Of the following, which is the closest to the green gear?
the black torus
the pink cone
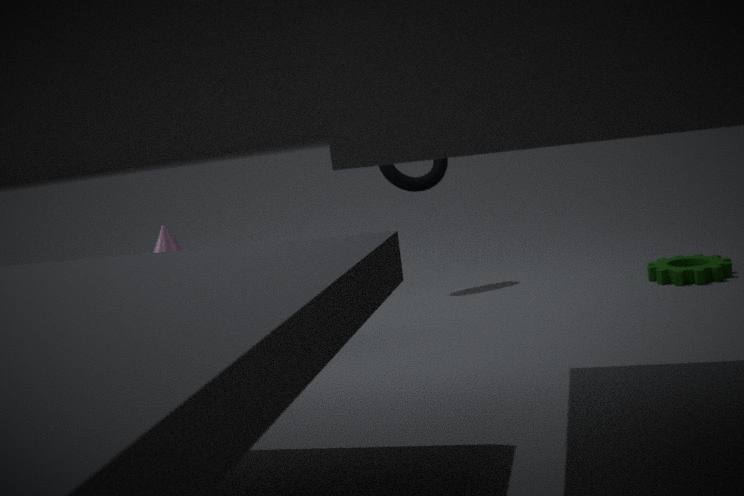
the black torus
